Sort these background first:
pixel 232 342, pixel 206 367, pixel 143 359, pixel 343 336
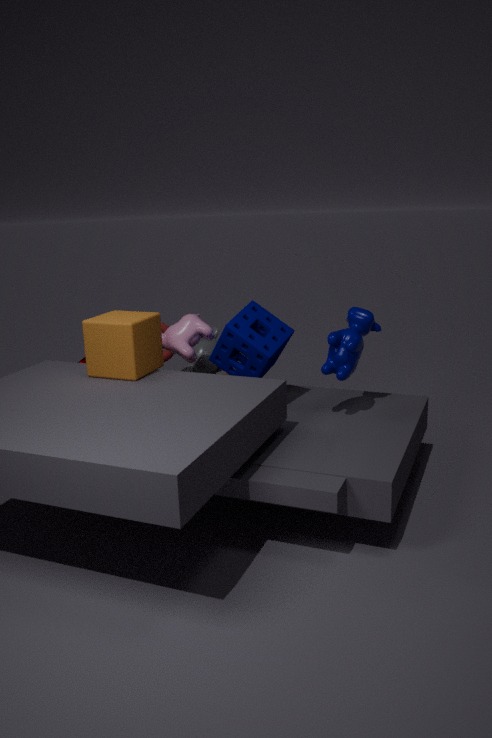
1. pixel 206 367
2. pixel 232 342
3. pixel 343 336
4. pixel 143 359
